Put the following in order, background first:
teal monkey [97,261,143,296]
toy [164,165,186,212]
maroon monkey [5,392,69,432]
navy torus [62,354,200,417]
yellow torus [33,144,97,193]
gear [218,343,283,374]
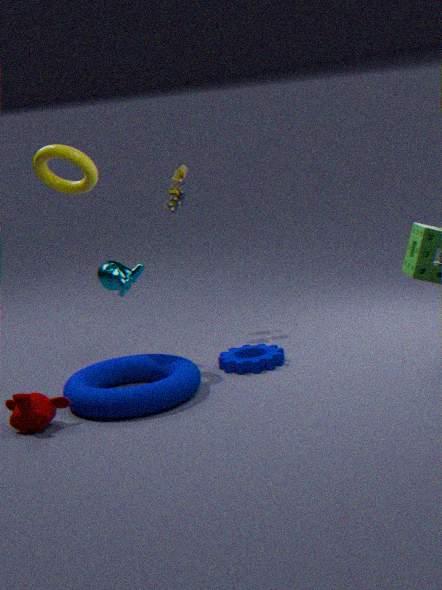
toy [164,165,186,212] → teal monkey [97,261,143,296] → gear [218,343,283,374] → yellow torus [33,144,97,193] → navy torus [62,354,200,417] → maroon monkey [5,392,69,432]
